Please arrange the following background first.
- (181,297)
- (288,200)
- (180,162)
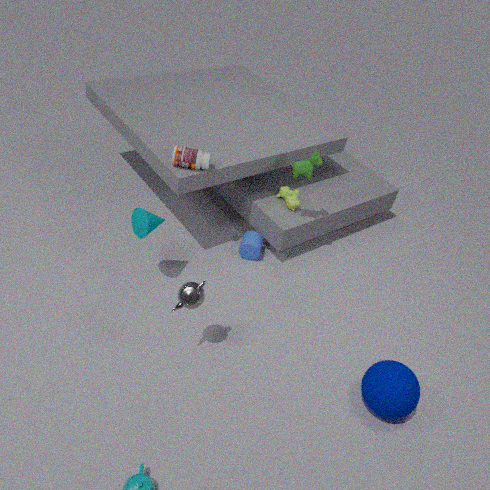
(288,200) → (180,162) → (181,297)
